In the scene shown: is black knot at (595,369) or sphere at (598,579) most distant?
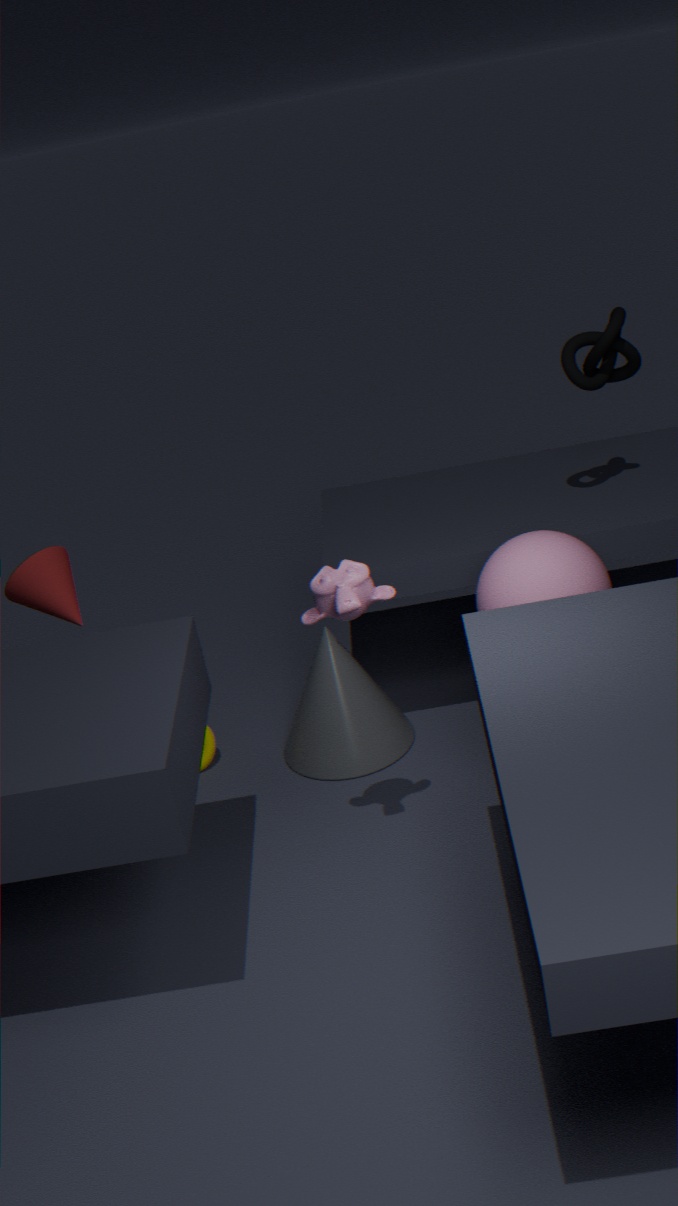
black knot at (595,369)
